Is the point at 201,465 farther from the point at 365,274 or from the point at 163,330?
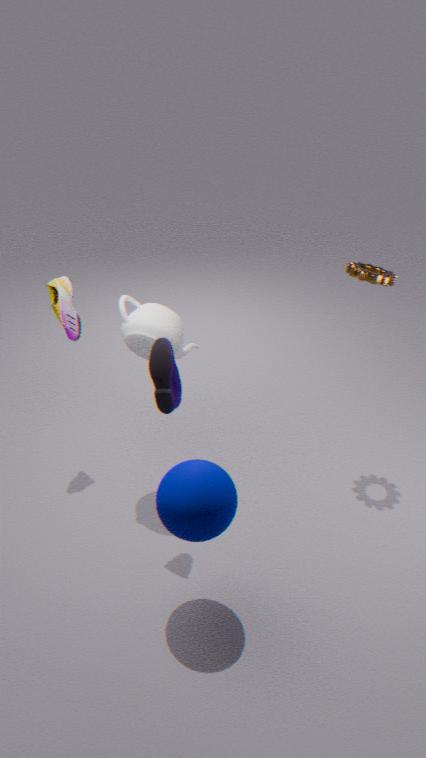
the point at 365,274
